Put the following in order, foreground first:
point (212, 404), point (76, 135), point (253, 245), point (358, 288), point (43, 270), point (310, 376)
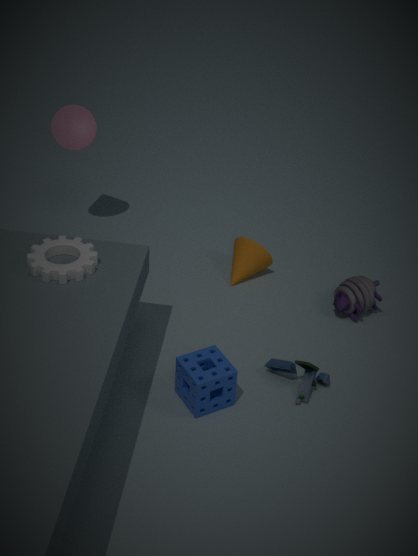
point (43, 270)
point (212, 404)
point (310, 376)
point (358, 288)
point (253, 245)
point (76, 135)
